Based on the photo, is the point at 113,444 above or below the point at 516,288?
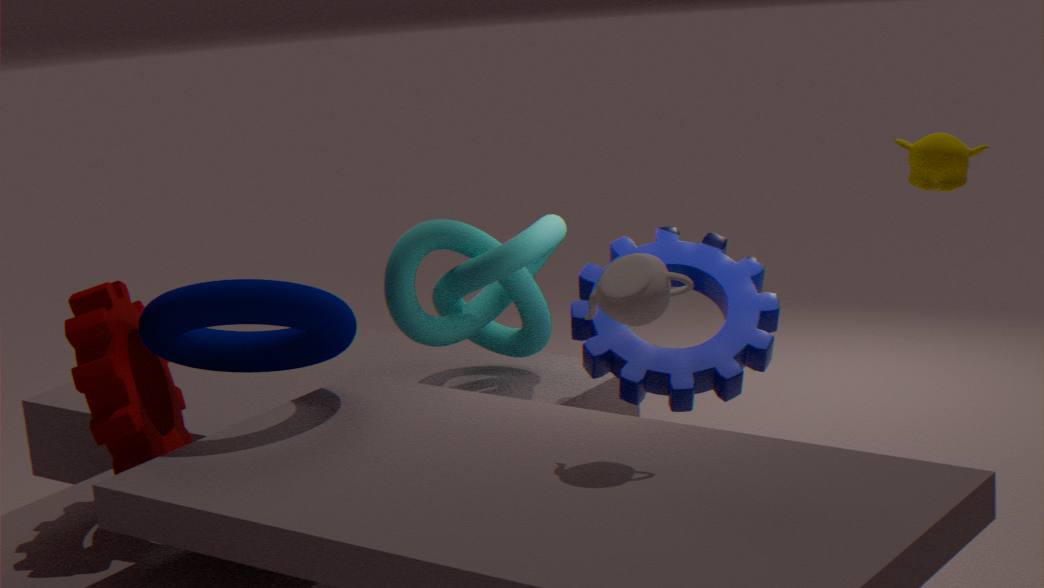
below
